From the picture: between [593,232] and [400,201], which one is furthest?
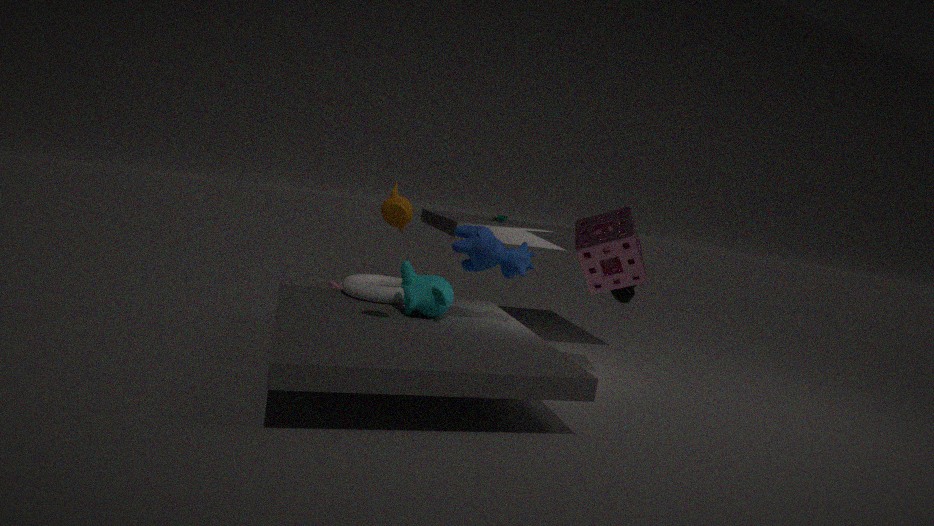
[593,232]
